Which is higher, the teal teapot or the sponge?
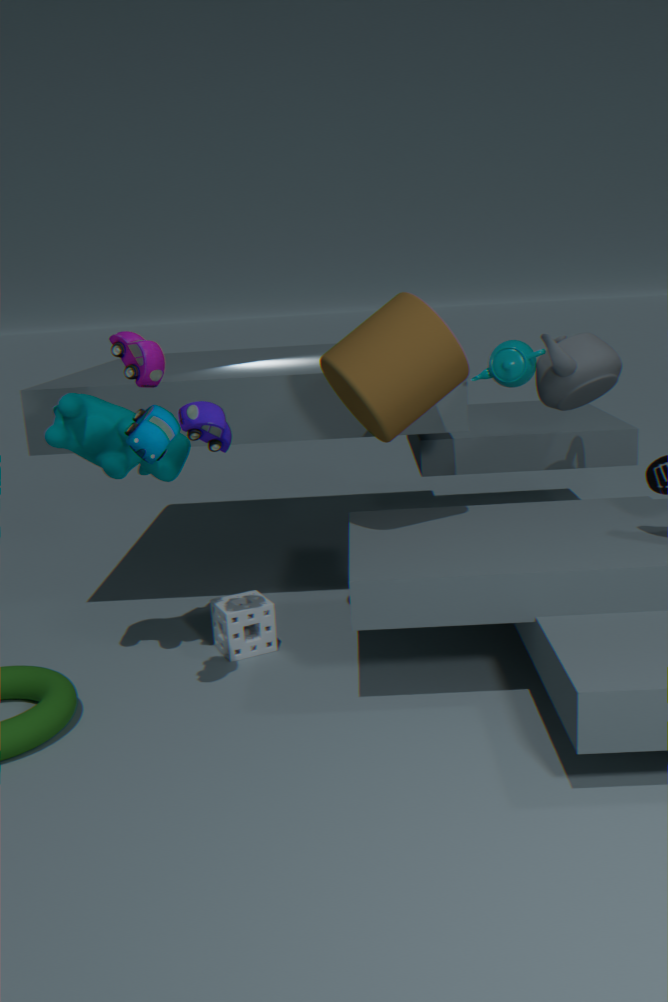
the teal teapot
